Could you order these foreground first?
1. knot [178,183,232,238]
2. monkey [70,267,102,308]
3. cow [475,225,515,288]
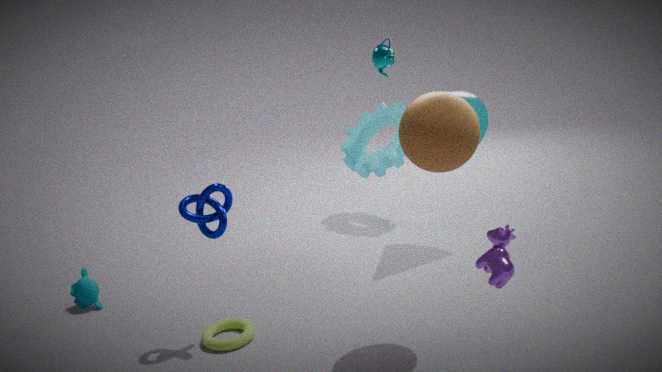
cow [475,225,515,288]
knot [178,183,232,238]
monkey [70,267,102,308]
